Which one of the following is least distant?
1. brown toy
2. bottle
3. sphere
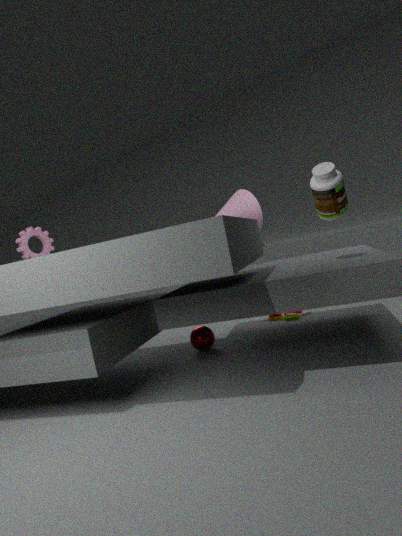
bottle
